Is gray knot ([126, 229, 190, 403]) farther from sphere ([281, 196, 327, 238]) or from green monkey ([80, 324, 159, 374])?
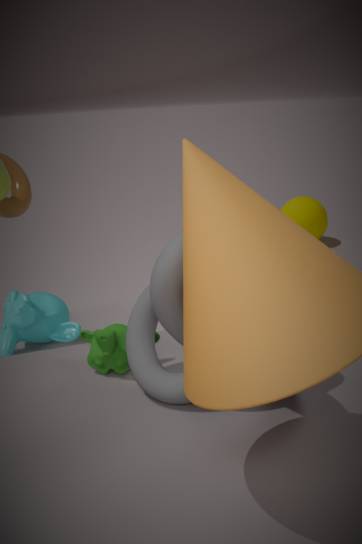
sphere ([281, 196, 327, 238])
